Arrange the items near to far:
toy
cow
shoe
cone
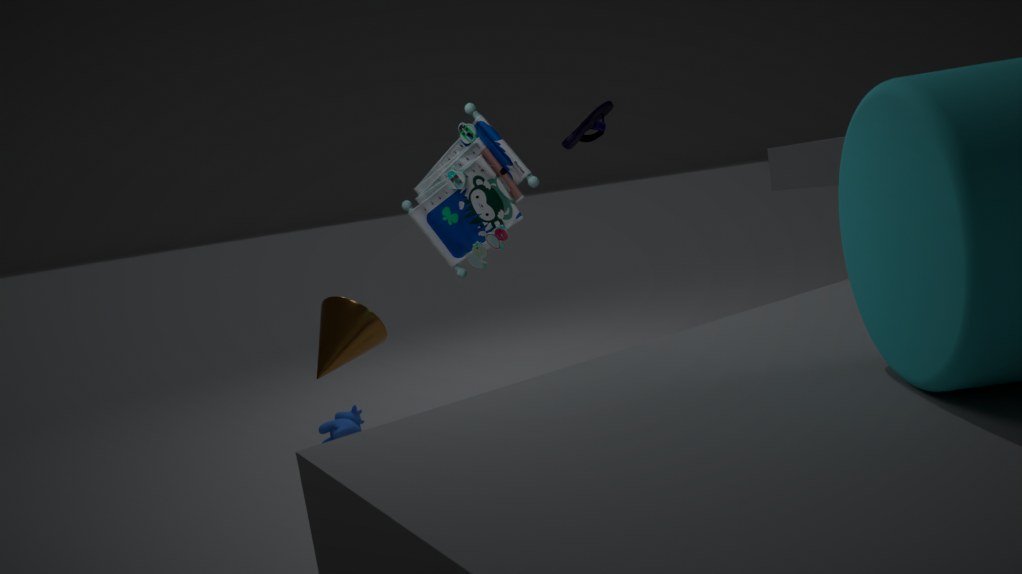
toy < cone < shoe < cow
